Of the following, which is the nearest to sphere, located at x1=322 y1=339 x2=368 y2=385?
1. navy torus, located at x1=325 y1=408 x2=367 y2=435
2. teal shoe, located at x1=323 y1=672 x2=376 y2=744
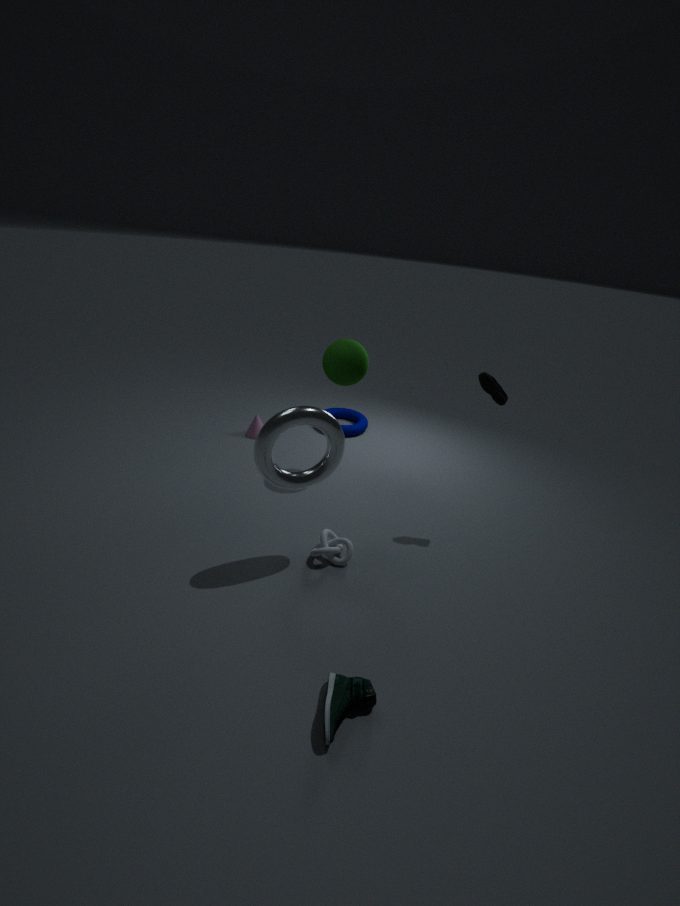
navy torus, located at x1=325 y1=408 x2=367 y2=435
